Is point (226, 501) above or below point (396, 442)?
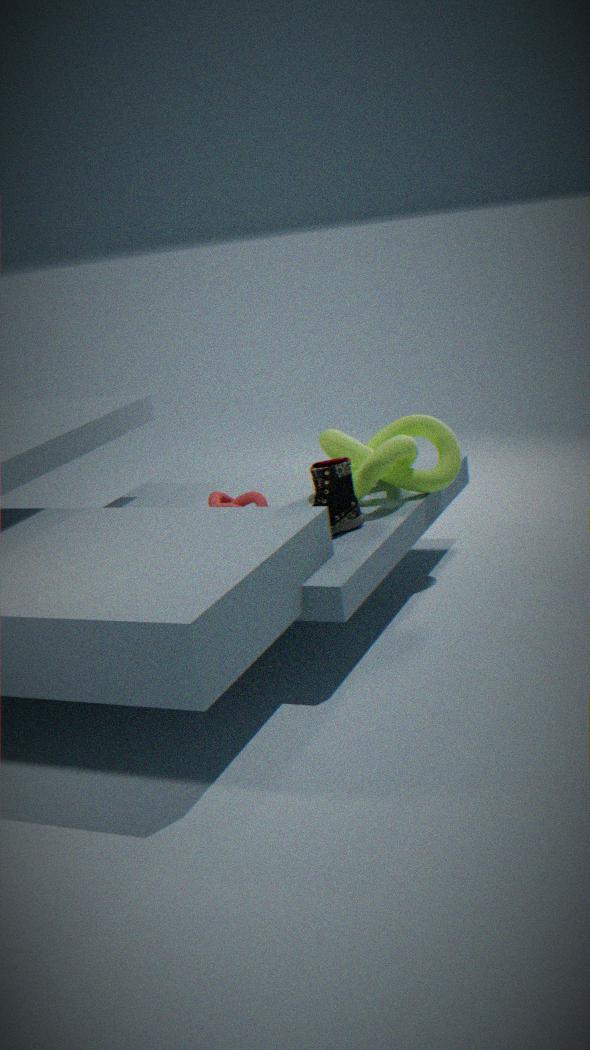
below
